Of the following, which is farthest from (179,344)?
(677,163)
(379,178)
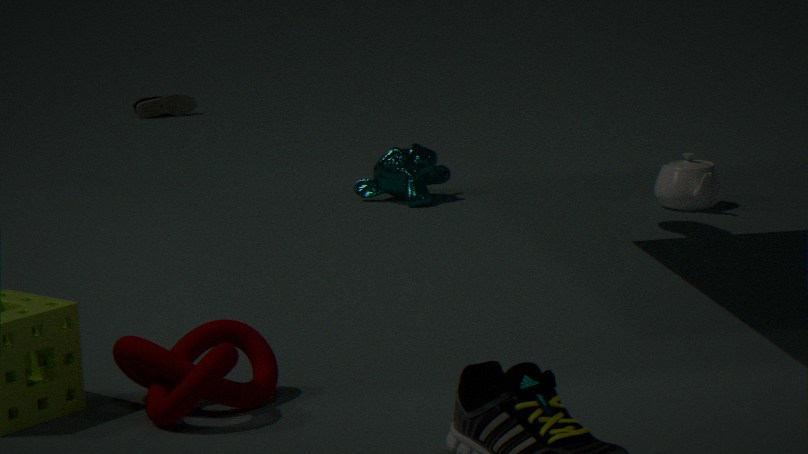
(677,163)
